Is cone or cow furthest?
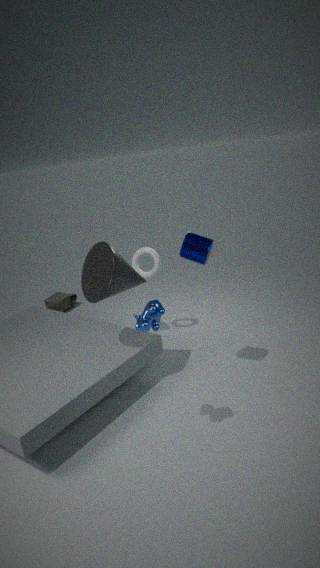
cone
